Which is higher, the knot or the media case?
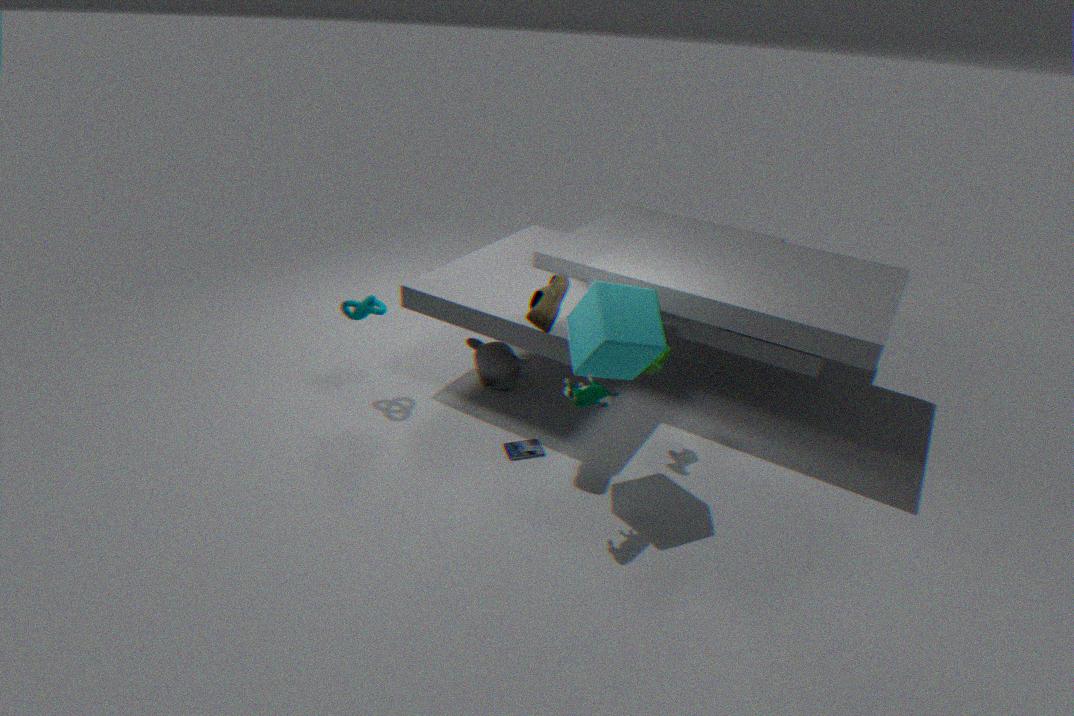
the knot
